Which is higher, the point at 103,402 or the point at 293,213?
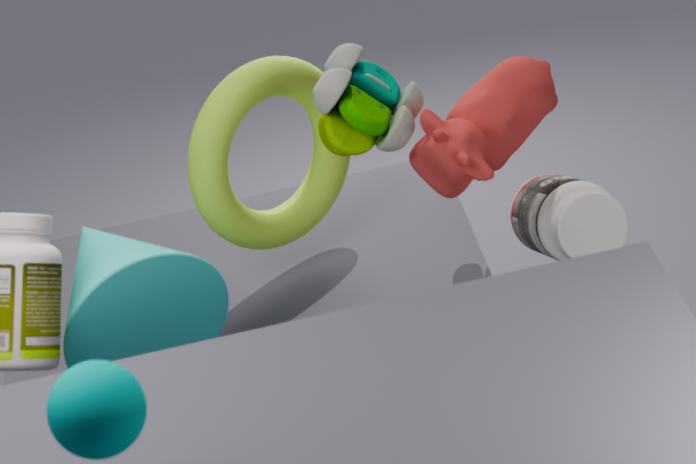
the point at 103,402
